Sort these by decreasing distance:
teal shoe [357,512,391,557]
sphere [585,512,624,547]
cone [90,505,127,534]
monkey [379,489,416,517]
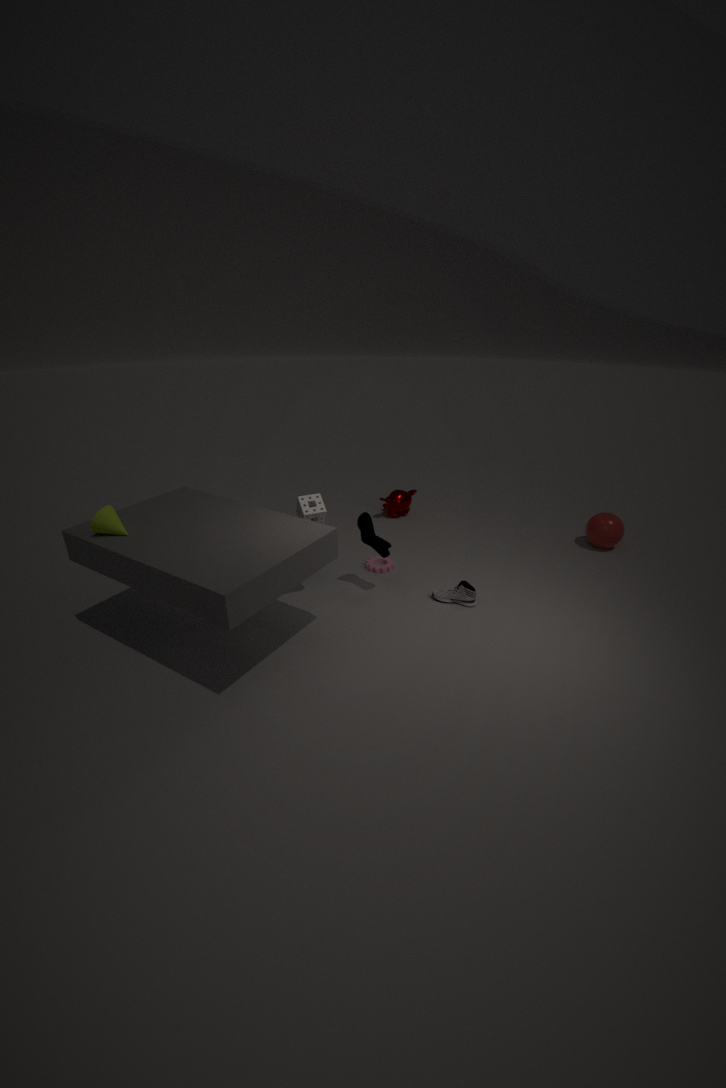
monkey [379,489,416,517]
sphere [585,512,624,547]
teal shoe [357,512,391,557]
cone [90,505,127,534]
